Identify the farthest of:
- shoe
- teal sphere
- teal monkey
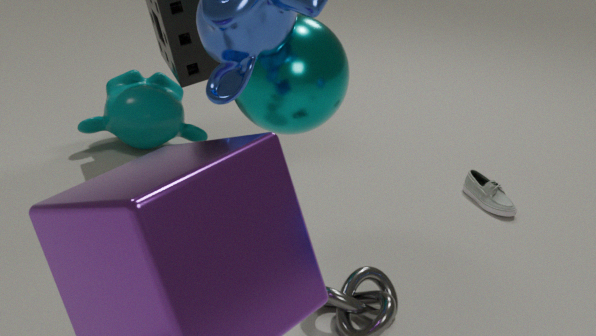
teal monkey
